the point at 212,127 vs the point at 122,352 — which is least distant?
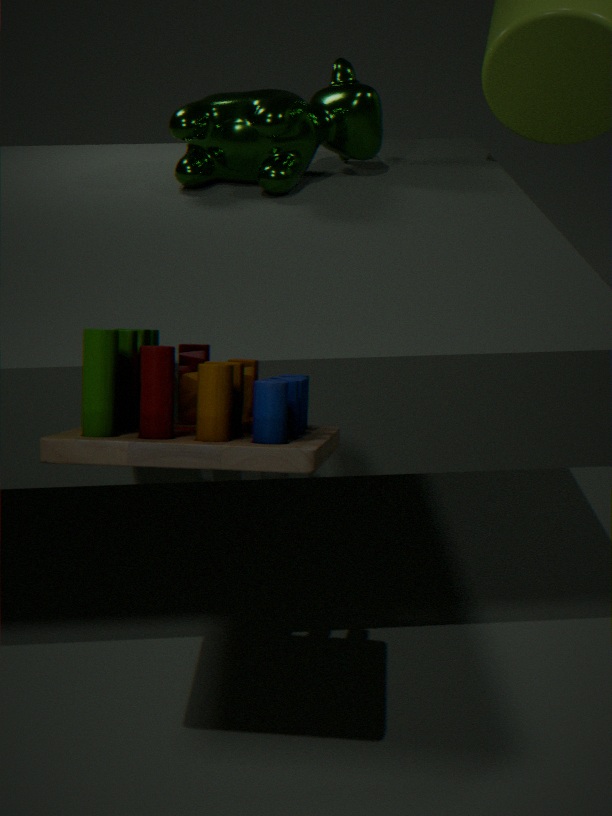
the point at 122,352
